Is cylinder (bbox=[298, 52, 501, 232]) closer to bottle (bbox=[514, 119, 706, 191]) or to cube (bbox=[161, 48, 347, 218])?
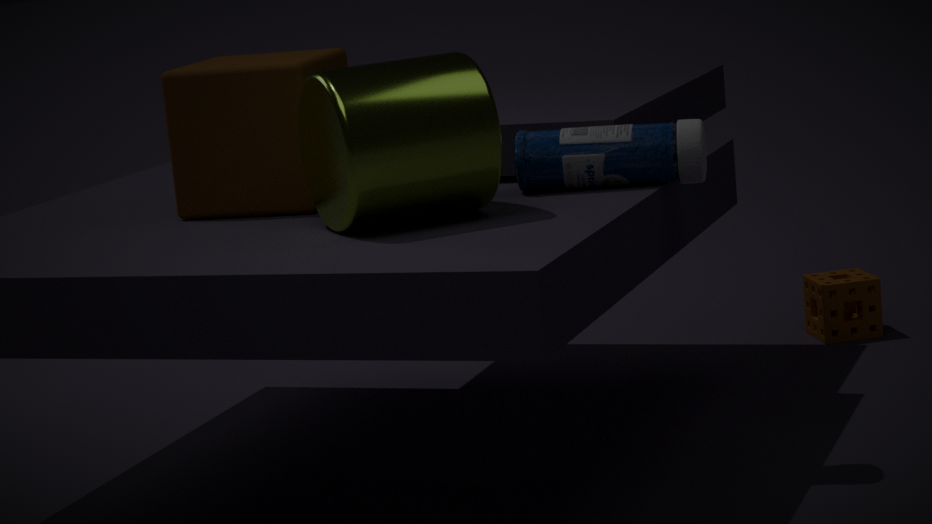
cube (bbox=[161, 48, 347, 218])
